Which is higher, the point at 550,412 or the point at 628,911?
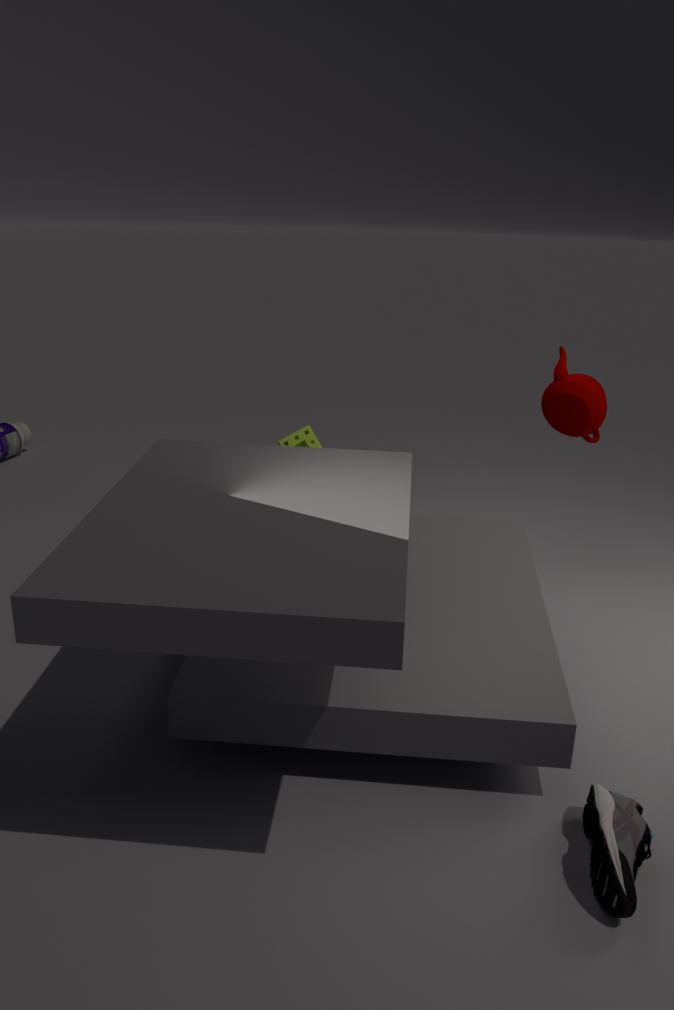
the point at 550,412
